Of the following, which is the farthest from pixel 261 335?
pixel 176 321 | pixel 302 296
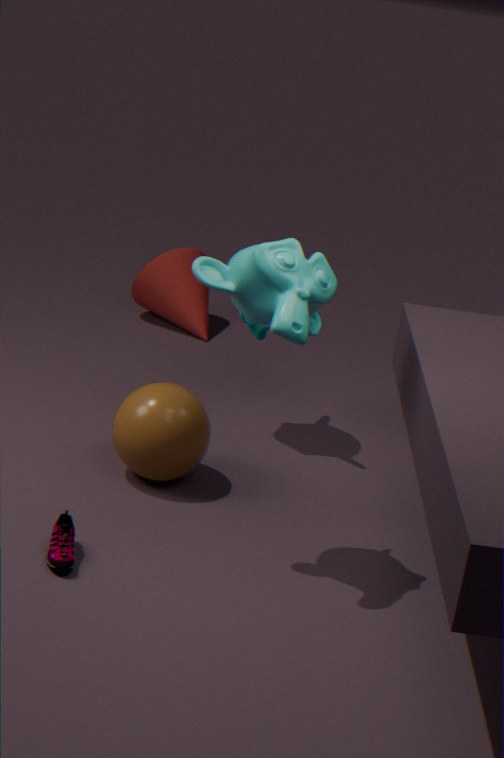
pixel 176 321
